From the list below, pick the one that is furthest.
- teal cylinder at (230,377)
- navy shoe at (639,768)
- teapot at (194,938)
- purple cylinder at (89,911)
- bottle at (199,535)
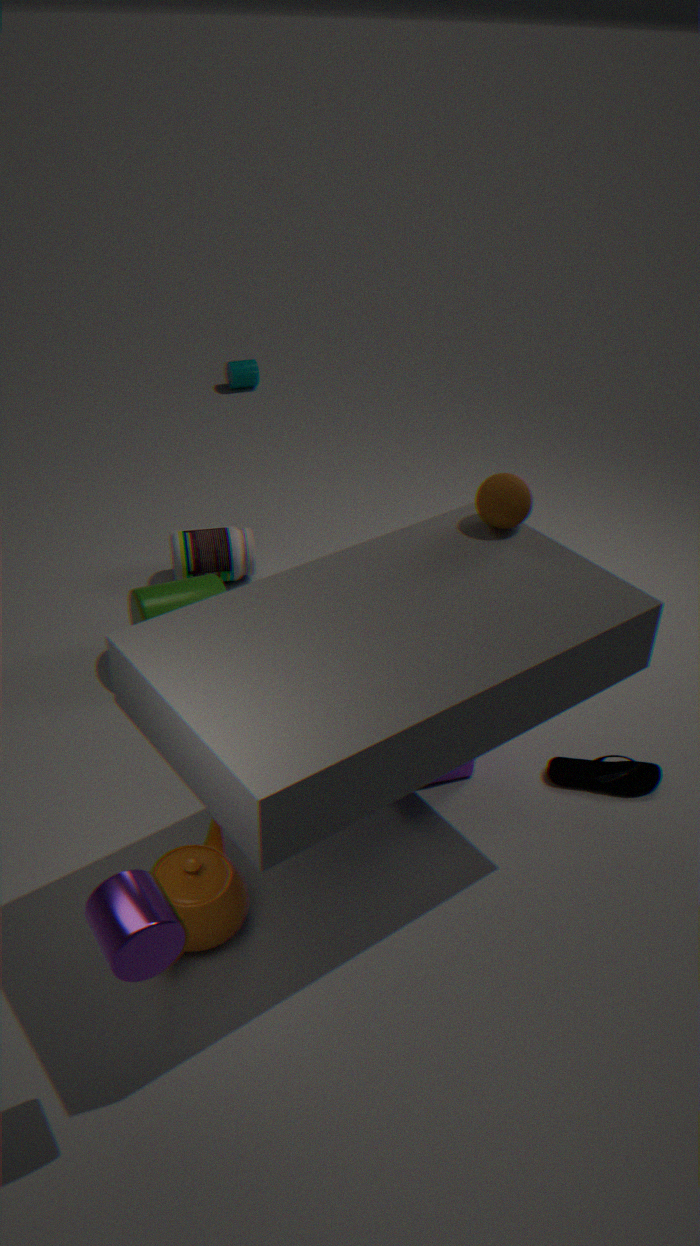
teal cylinder at (230,377)
